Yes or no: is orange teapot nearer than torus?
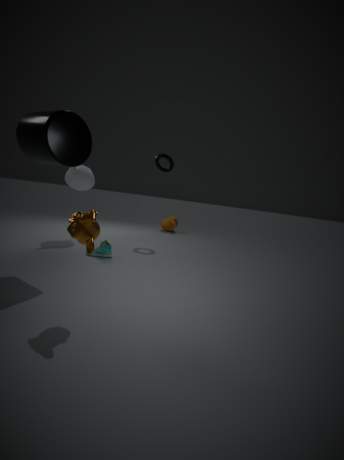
No
